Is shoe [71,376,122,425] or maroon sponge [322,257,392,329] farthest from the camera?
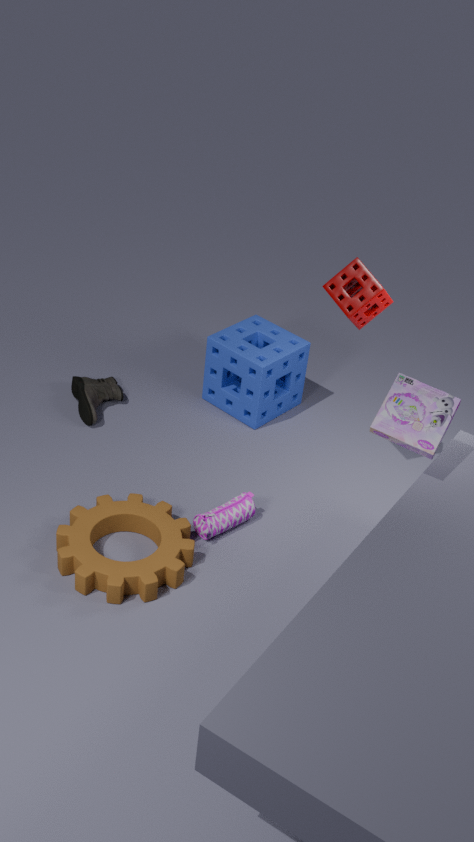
shoe [71,376,122,425]
